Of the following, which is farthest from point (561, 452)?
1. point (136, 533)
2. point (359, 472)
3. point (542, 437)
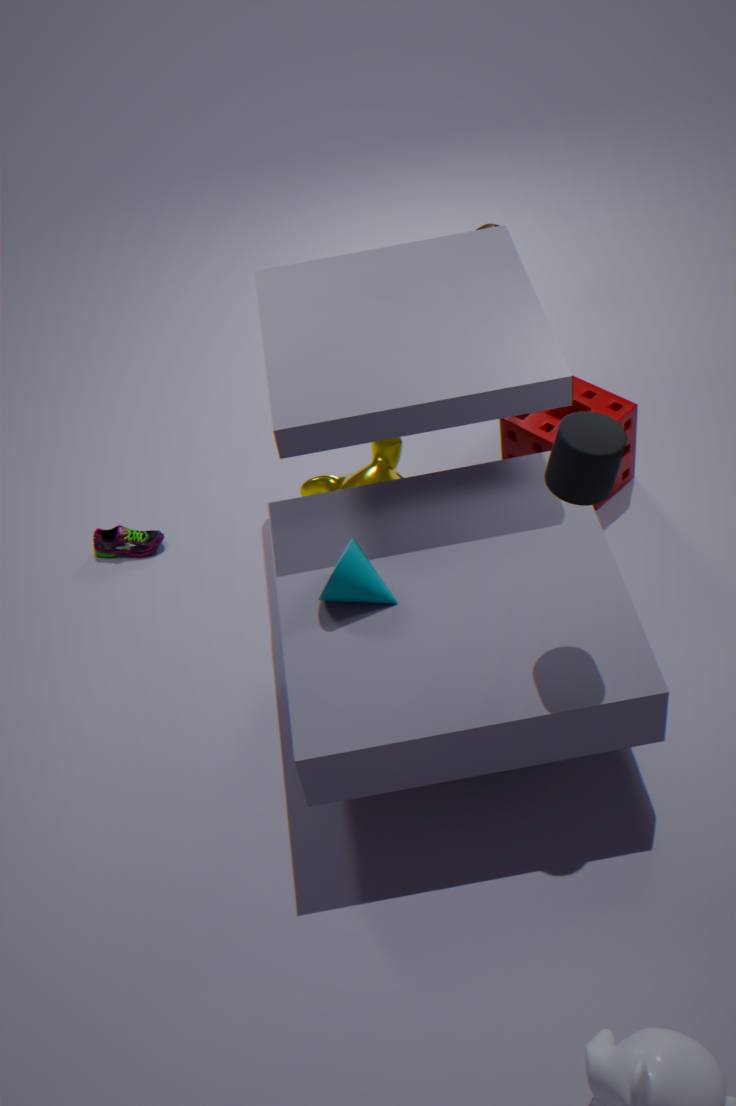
point (136, 533)
